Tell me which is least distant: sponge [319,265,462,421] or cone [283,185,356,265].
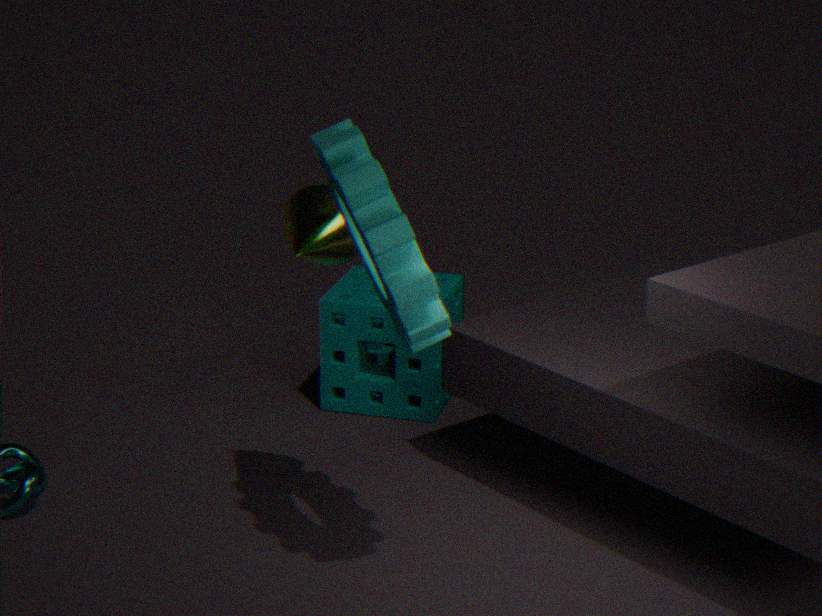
cone [283,185,356,265]
